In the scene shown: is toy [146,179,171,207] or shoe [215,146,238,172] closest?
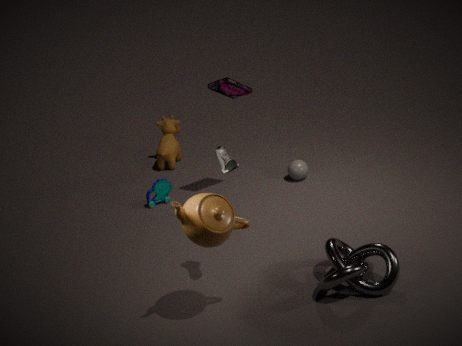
shoe [215,146,238,172]
